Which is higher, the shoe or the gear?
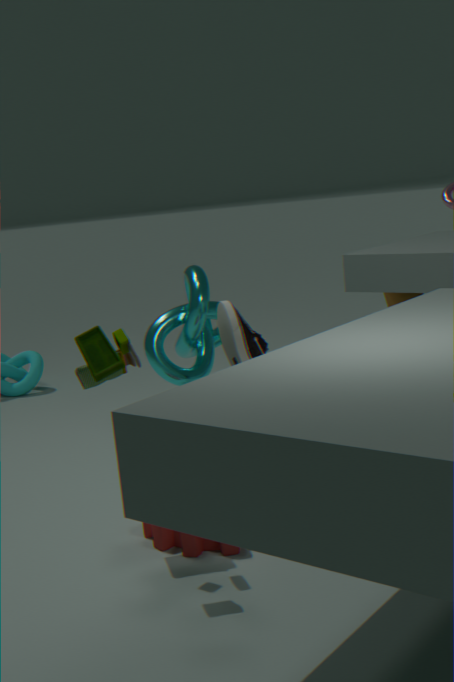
the shoe
